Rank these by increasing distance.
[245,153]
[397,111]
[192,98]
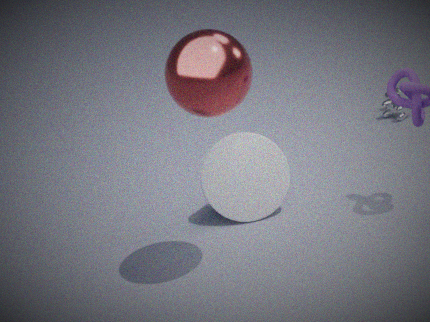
[192,98] → [245,153] → [397,111]
